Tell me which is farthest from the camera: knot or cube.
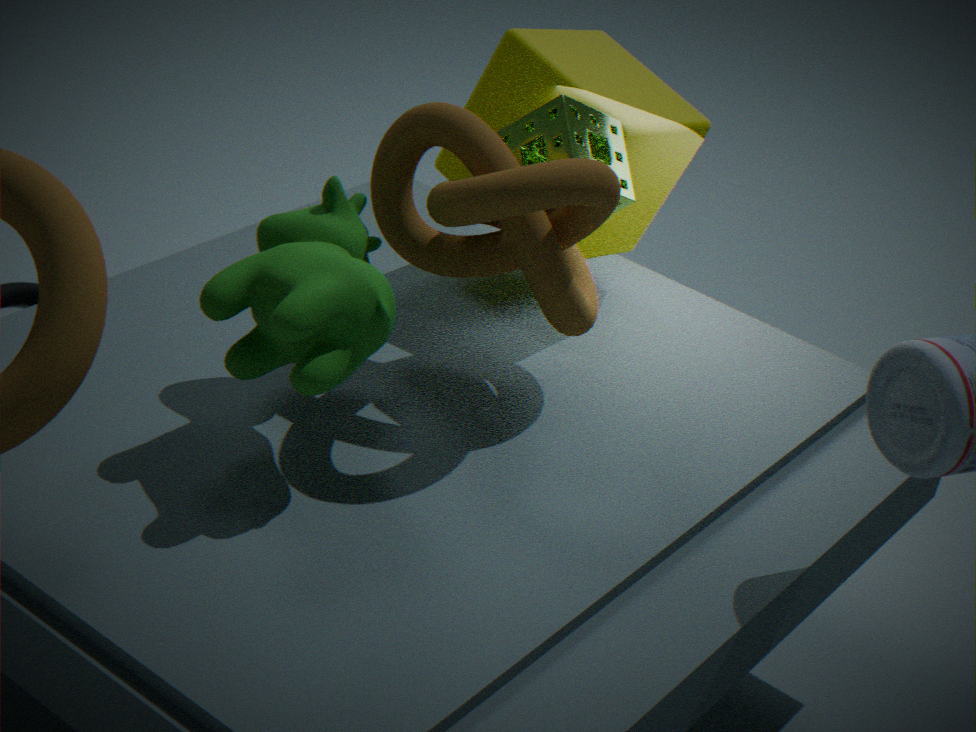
cube
